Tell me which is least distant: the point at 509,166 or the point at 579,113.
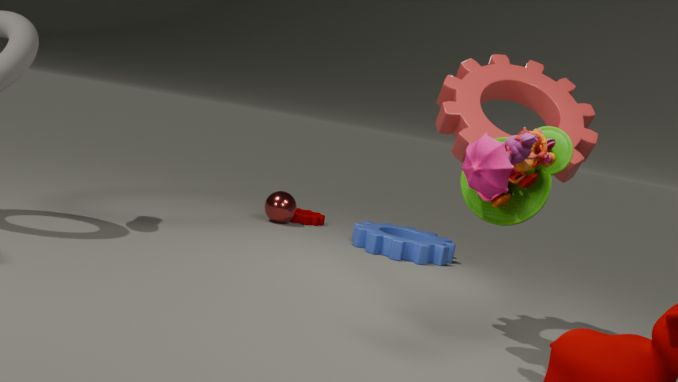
the point at 509,166
